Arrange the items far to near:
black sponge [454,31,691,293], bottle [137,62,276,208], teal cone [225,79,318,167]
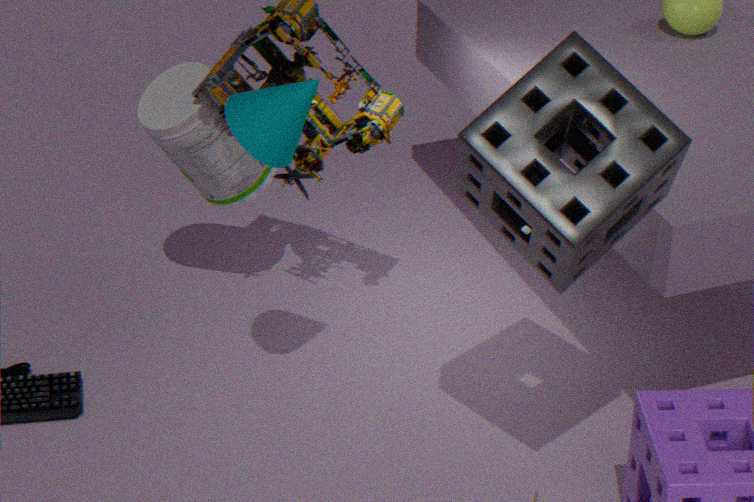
bottle [137,62,276,208]
teal cone [225,79,318,167]
black sponge [454,31,691,293]
